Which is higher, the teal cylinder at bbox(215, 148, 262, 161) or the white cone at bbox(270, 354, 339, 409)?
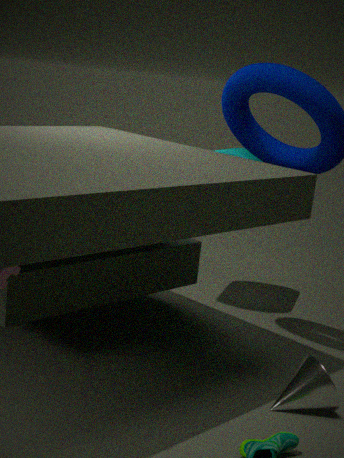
the teal cylinder at bbox(215, 148, 262, 161)
